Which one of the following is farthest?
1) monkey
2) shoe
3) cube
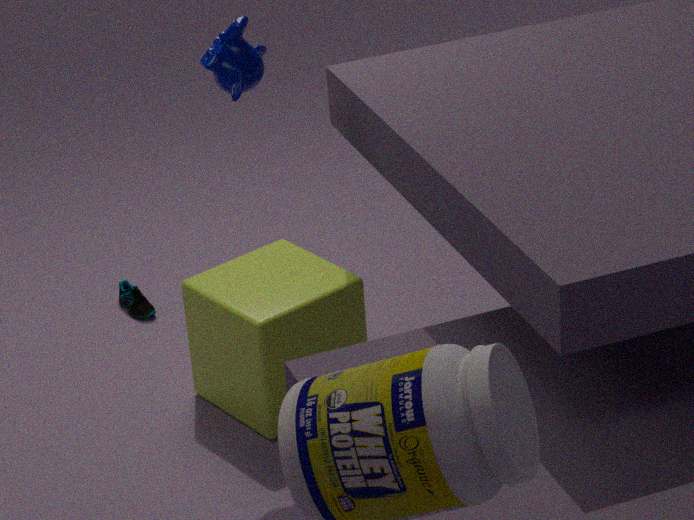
2. shoe
